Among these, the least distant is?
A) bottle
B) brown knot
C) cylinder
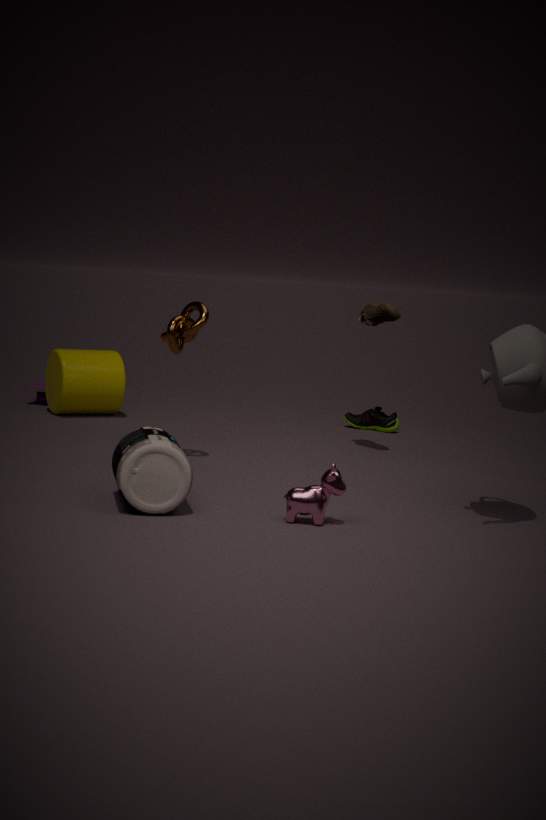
bottle
